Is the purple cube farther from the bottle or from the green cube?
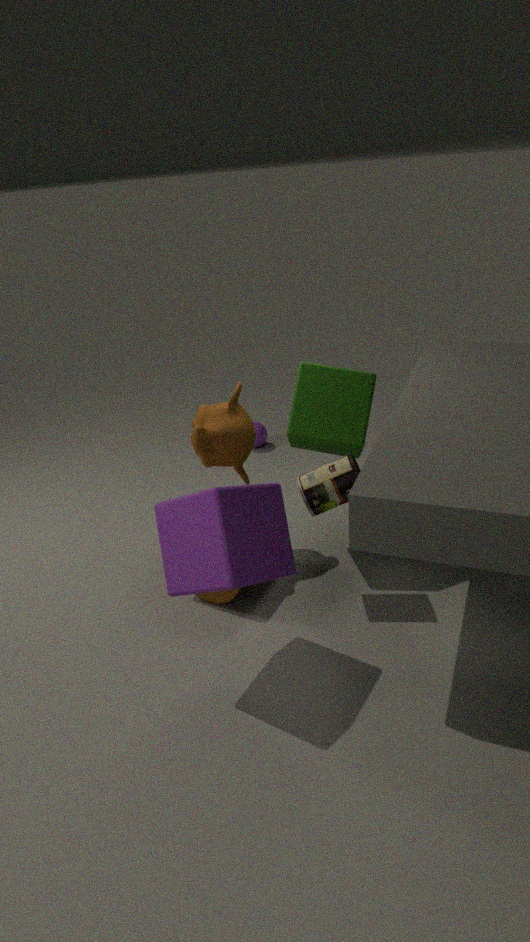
the green cube
